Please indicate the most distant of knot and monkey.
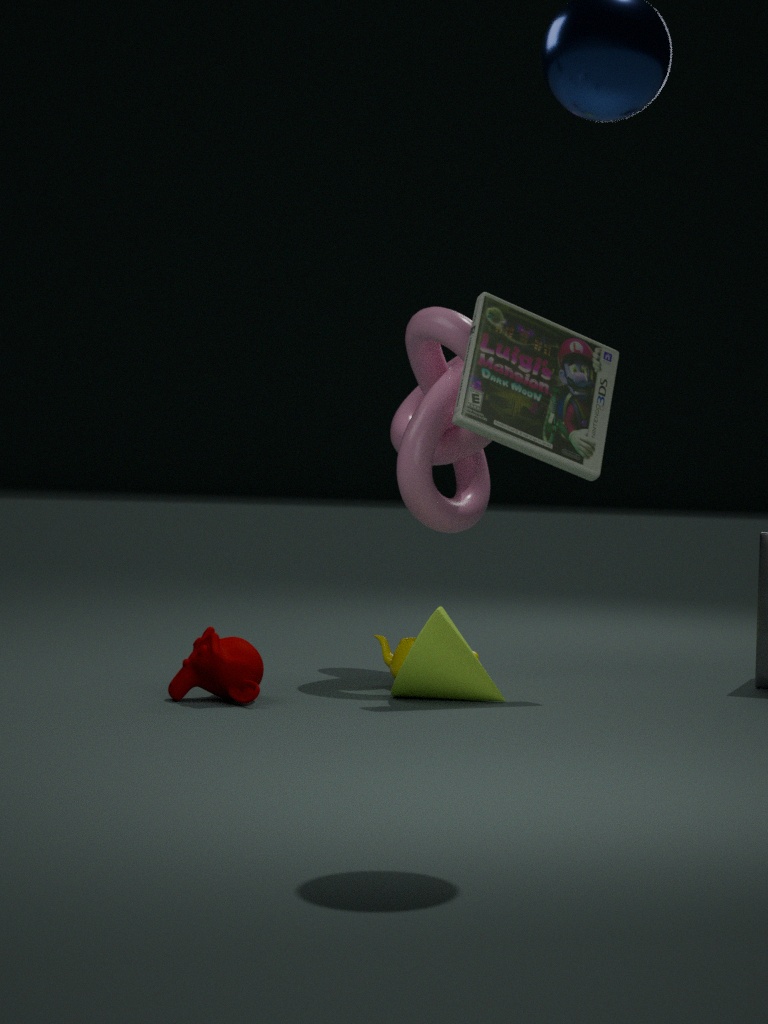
knot
